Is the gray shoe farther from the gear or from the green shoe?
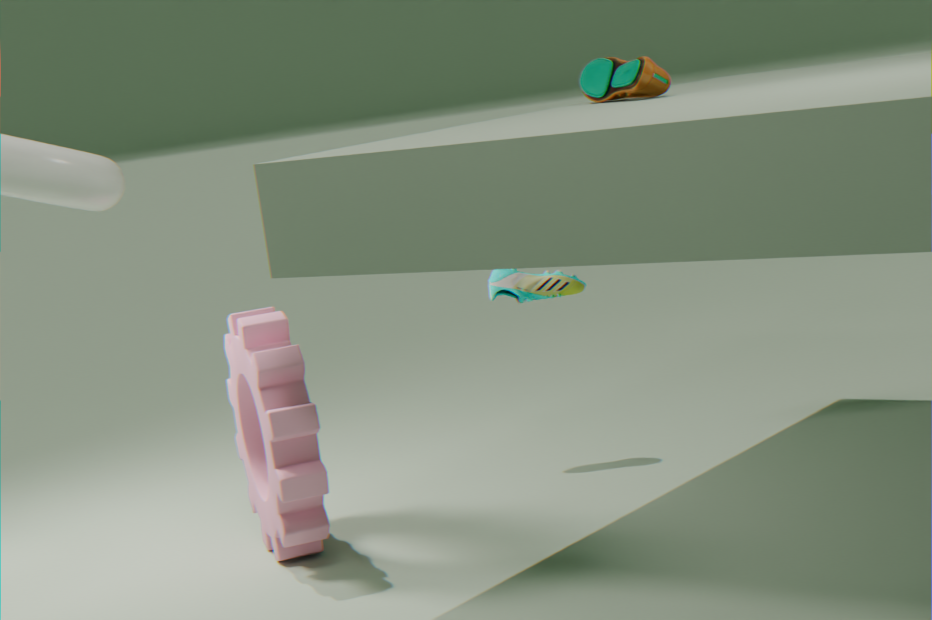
the gear
